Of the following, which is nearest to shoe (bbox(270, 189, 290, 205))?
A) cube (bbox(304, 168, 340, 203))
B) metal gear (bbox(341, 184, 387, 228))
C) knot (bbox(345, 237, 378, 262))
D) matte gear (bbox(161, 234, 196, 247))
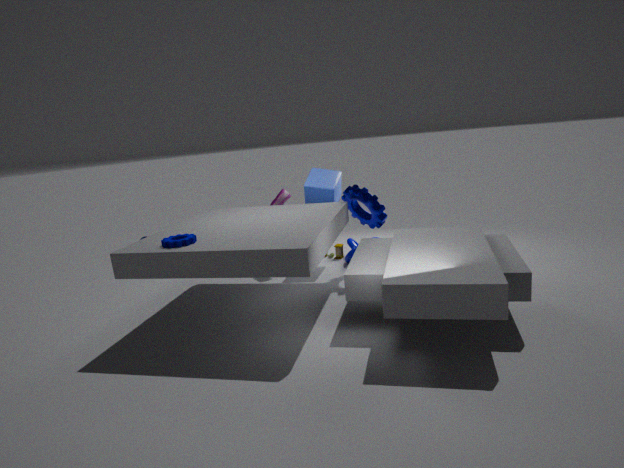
cube (bbox(304, 168, 340, 203))
